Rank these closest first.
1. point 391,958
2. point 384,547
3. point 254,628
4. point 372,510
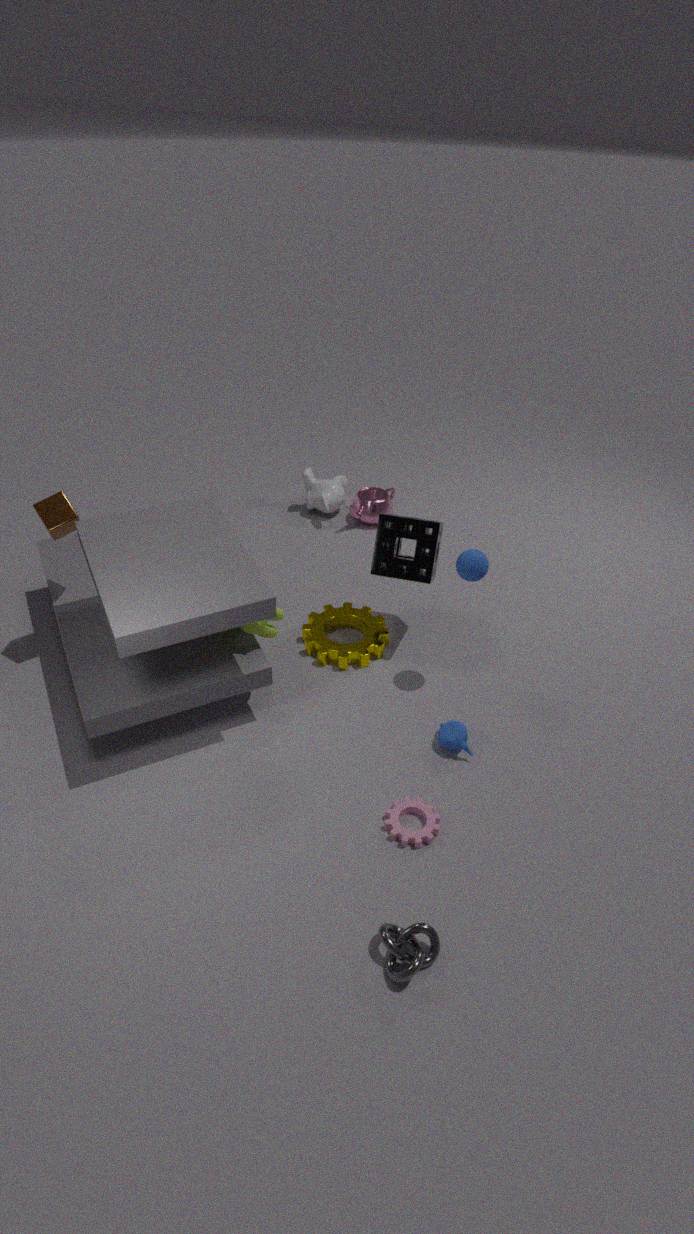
point 391,958 < point 254,628 < point 384,547 < point 372,510
